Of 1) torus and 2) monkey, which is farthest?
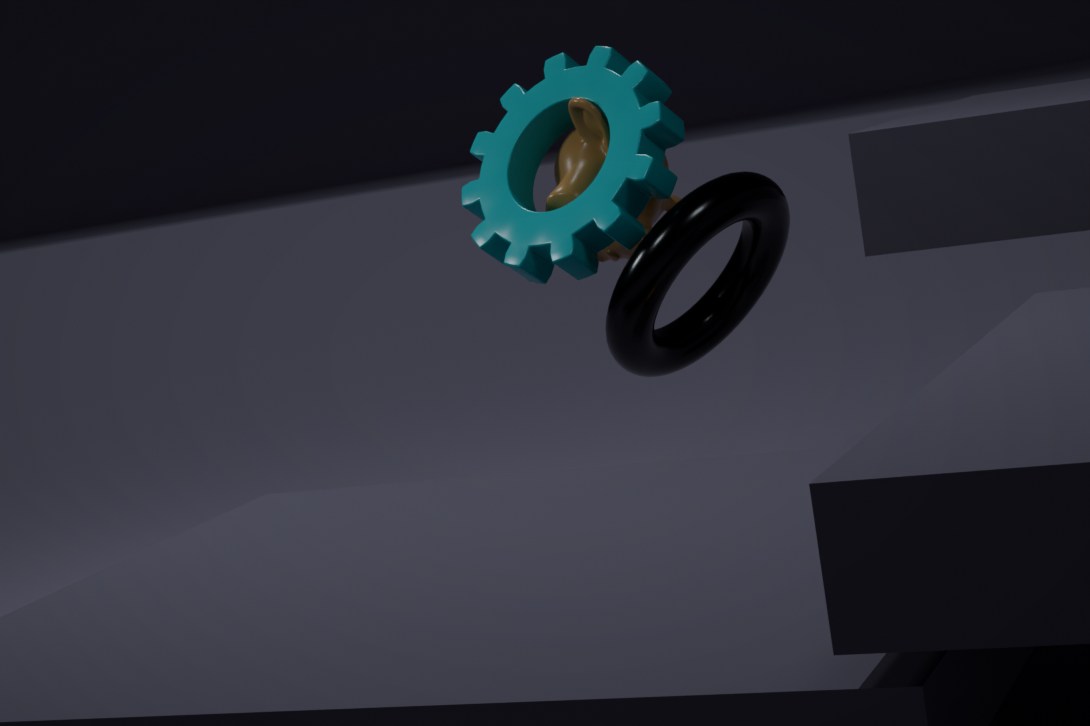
2. monkey
